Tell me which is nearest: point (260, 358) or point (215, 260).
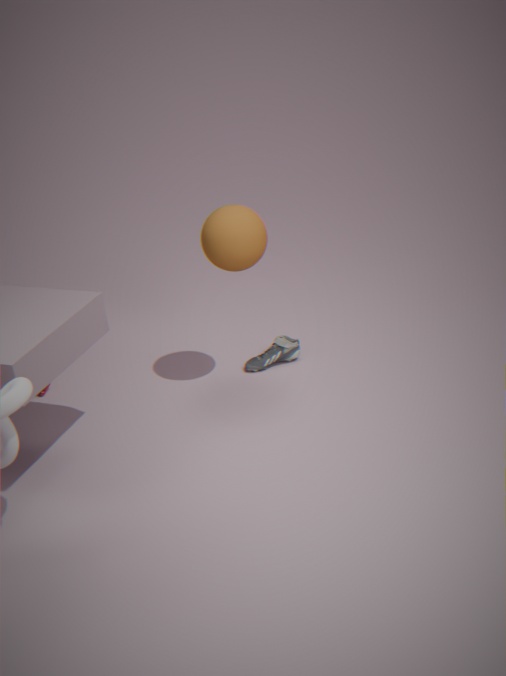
point (215, 260)
